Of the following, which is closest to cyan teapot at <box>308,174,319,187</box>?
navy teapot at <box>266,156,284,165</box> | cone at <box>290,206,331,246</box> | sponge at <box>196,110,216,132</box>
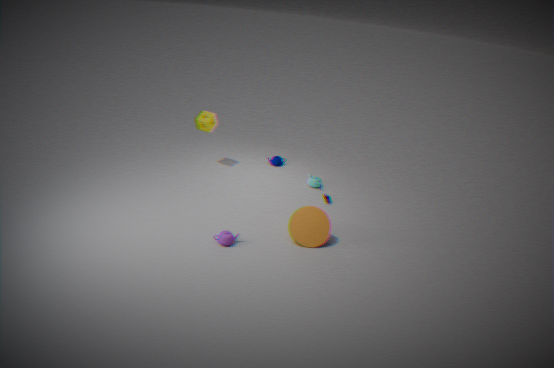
navy teapot at <box>266,156,284,165</box>
